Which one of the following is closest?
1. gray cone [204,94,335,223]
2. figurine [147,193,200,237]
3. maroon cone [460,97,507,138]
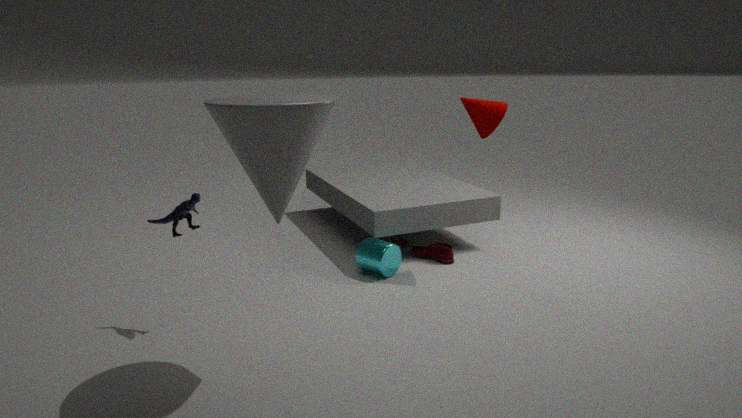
gray cone [204,94,335,223]
